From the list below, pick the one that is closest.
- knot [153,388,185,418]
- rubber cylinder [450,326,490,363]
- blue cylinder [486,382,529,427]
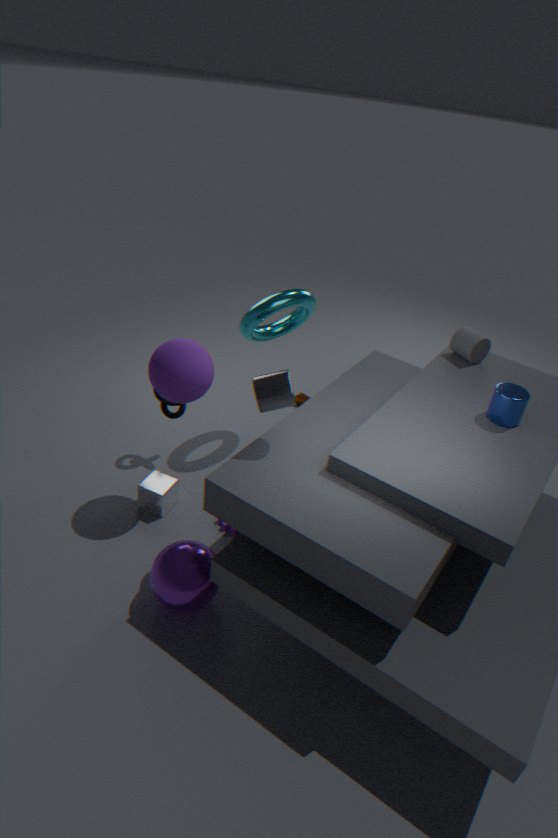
blue cylinder [486,382,529,427]
